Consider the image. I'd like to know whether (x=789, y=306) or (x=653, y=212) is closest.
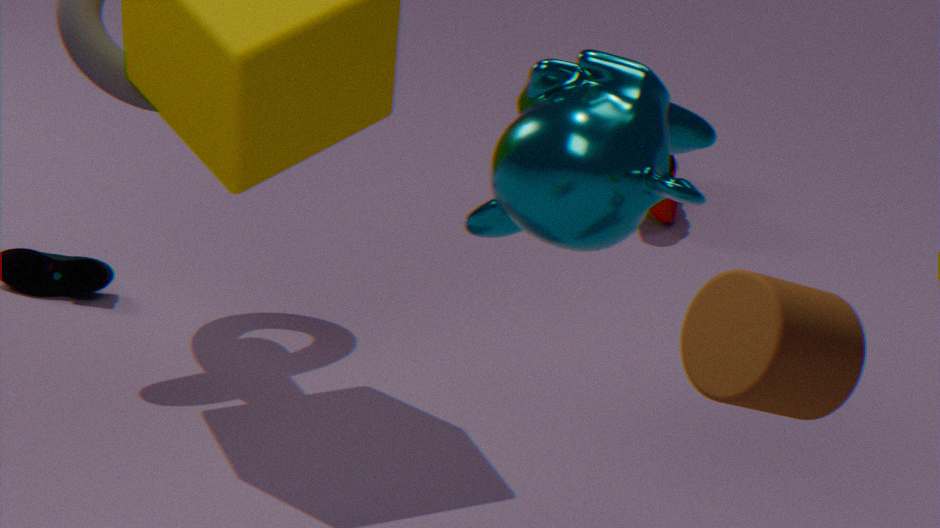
(x=789, y=306)
